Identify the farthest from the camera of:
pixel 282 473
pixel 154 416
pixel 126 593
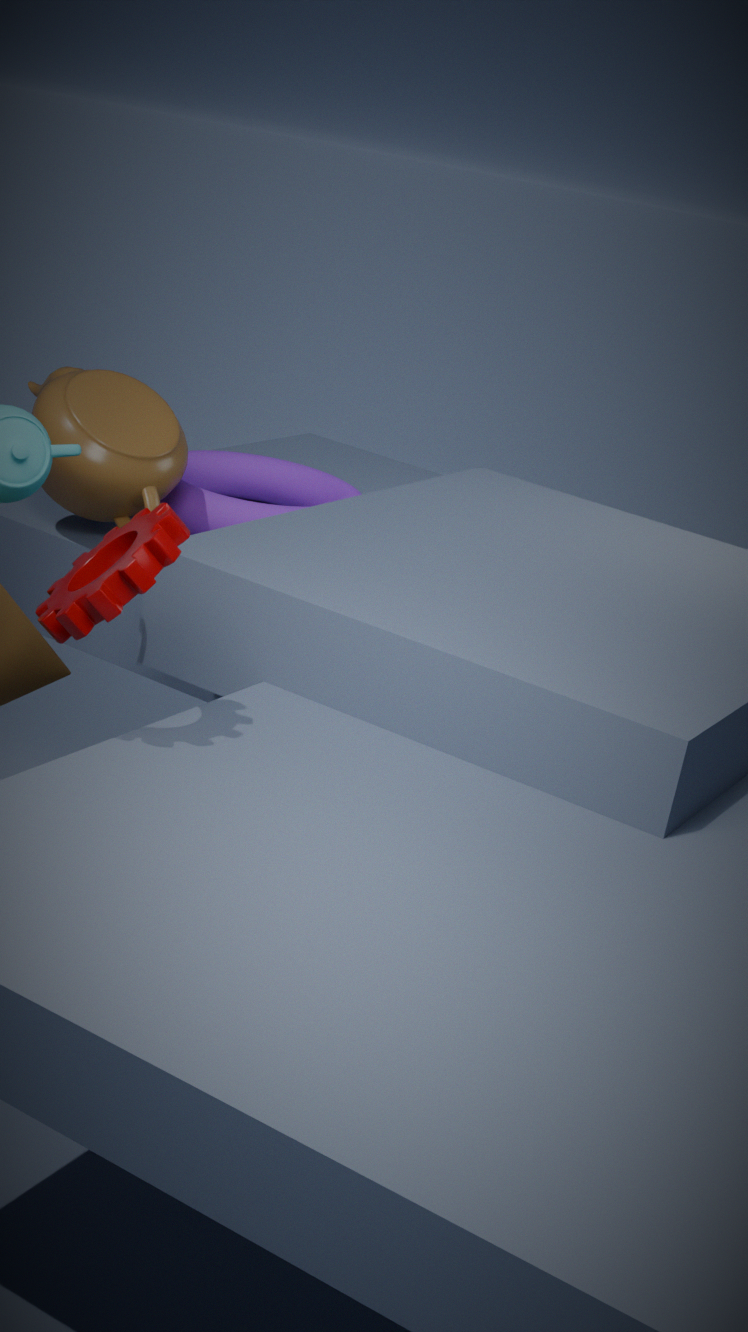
pixel 282 473
